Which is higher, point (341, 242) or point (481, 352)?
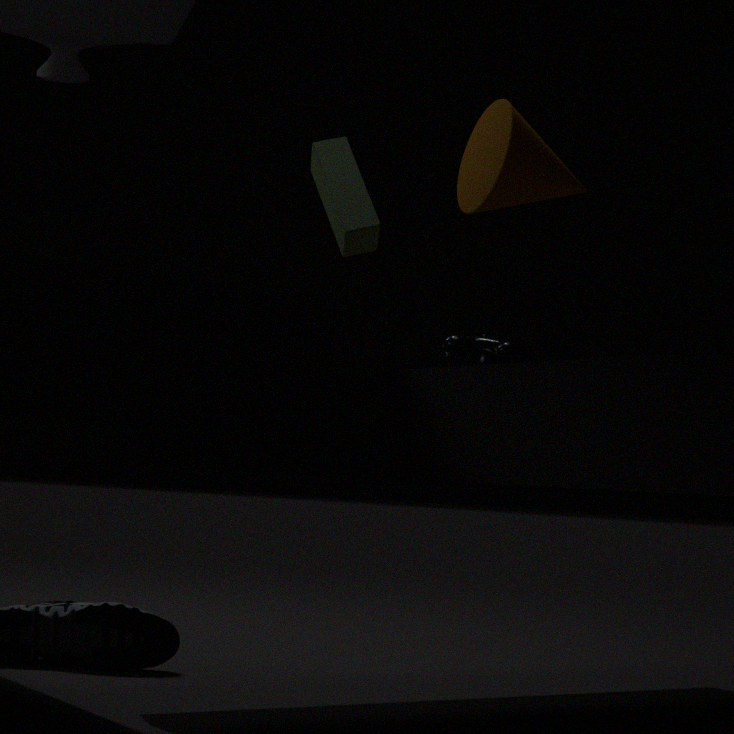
point (341, 242)
